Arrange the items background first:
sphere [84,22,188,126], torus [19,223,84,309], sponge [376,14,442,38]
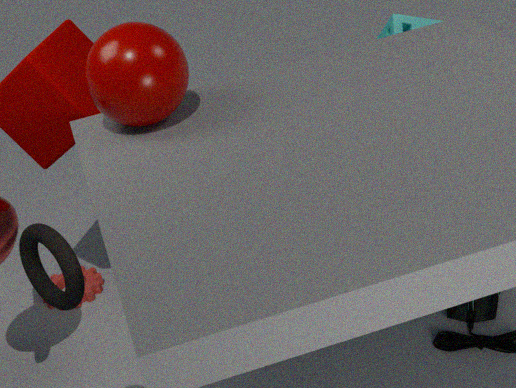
sponge [376,14,442,38] → sphere [84,22,188,126] → torus [19,223,84,309]
